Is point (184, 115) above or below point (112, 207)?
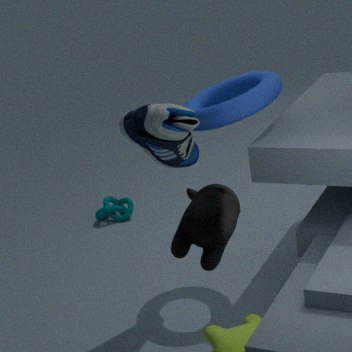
above
